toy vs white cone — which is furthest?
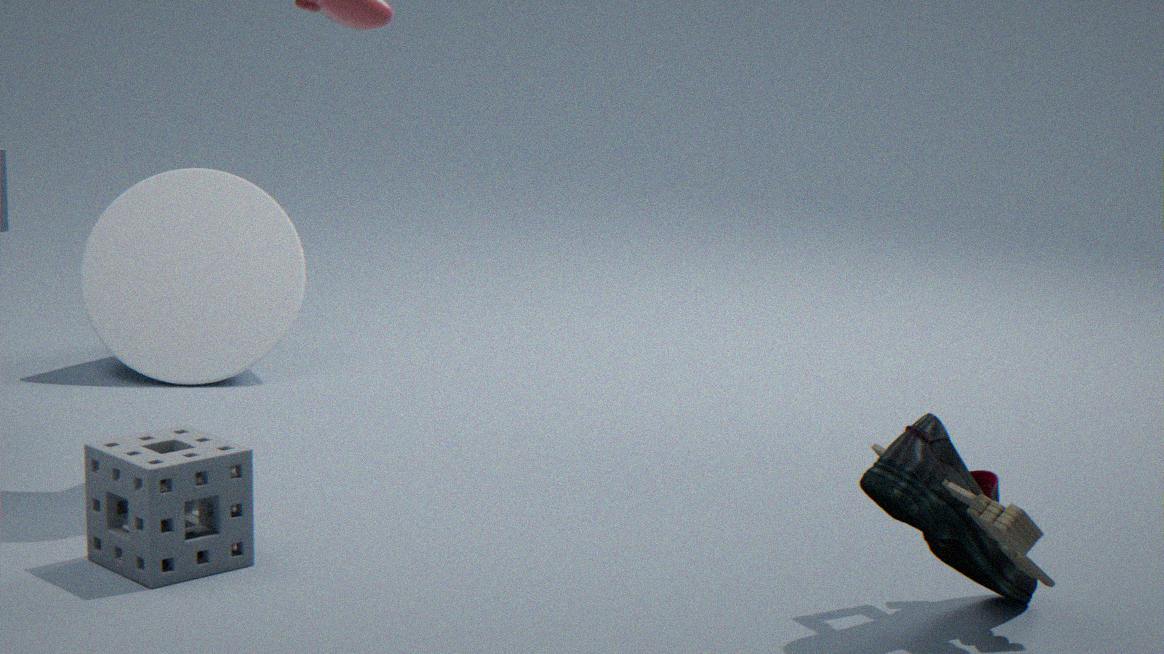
white cone
